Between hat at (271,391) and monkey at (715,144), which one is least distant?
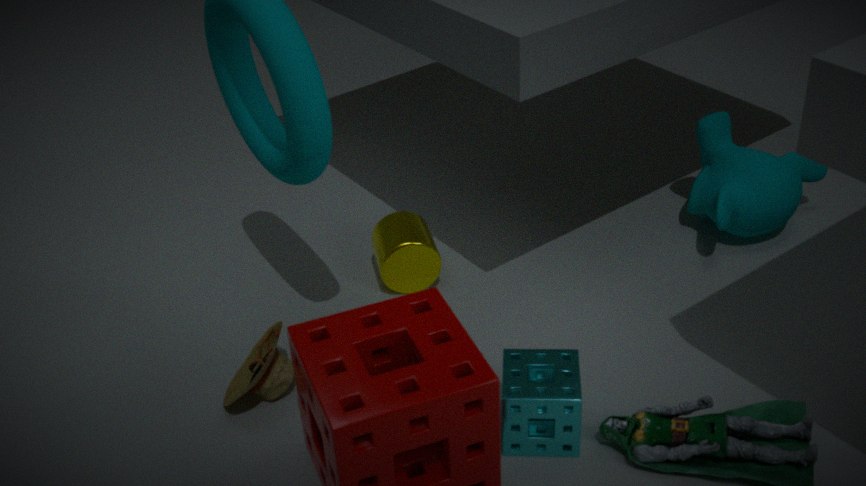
hat at (271,391)
